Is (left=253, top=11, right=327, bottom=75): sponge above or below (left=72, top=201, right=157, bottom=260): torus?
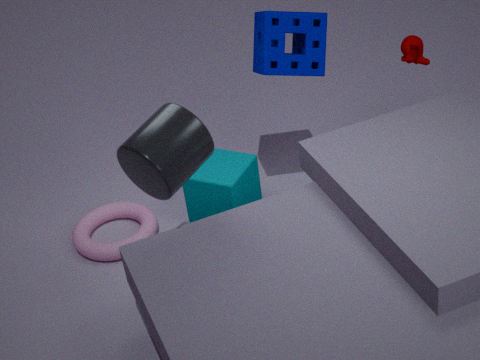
above
